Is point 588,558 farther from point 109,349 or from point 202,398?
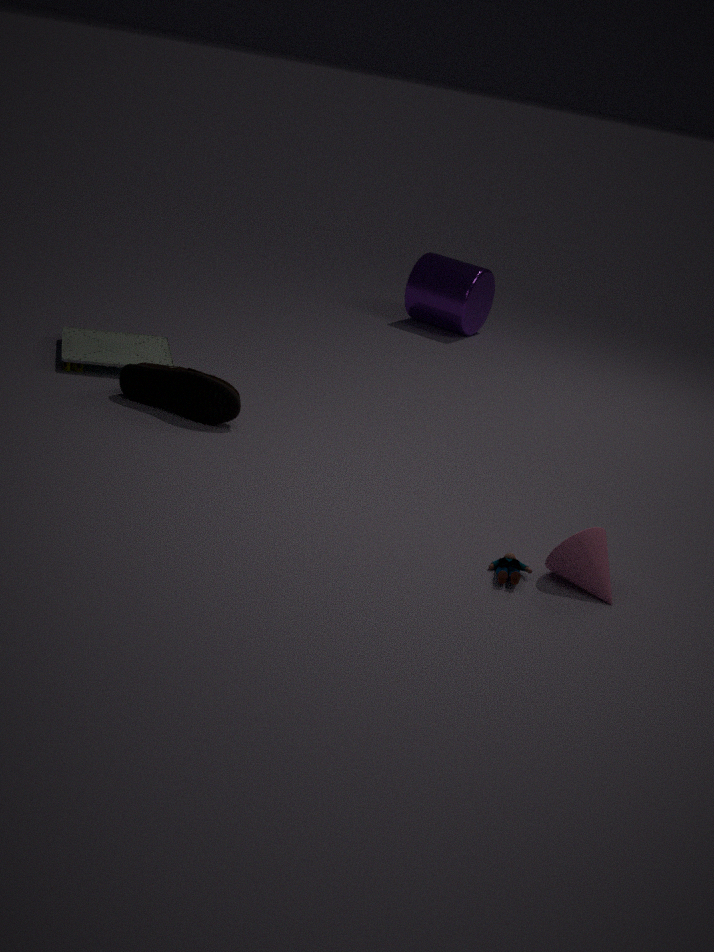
point 109,349
